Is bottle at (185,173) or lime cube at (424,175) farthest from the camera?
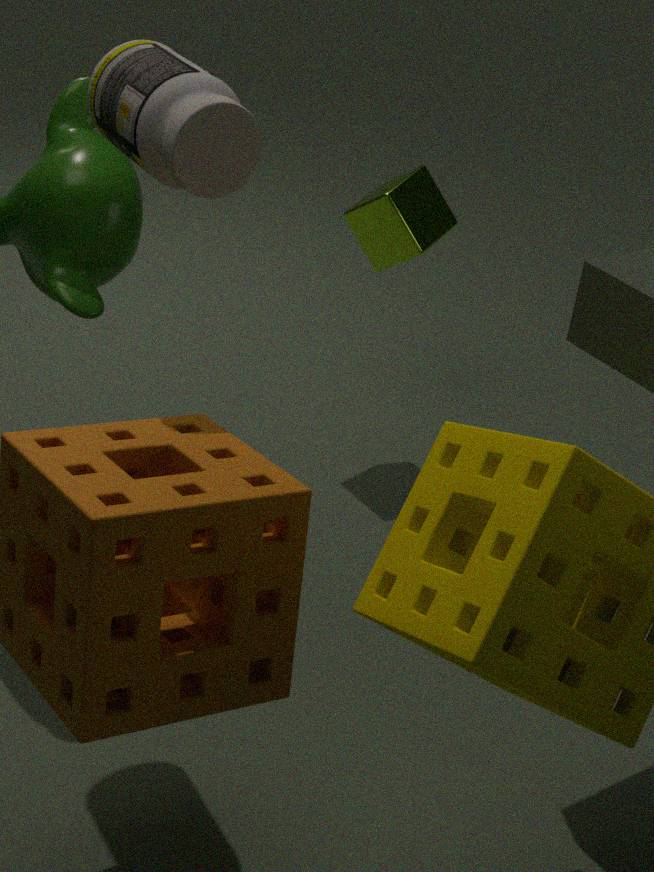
lime cube at (424,175)
